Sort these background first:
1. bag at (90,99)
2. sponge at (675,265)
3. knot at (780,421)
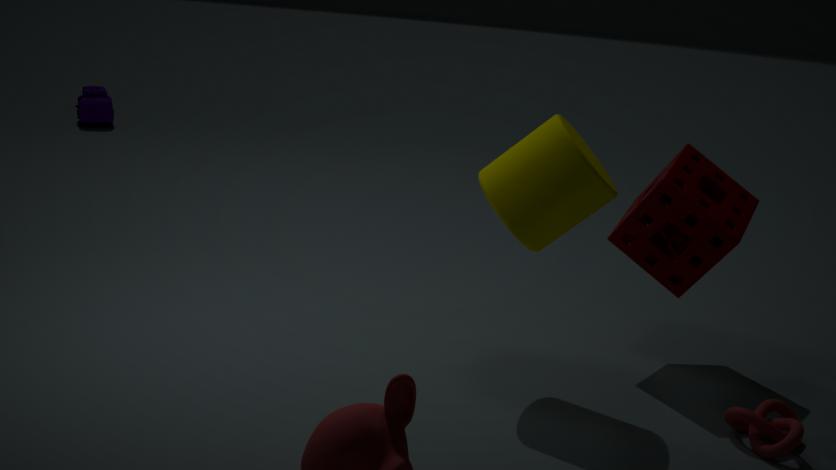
bag at (90,99) → sponge at (675,265) → knot at (780,421)
